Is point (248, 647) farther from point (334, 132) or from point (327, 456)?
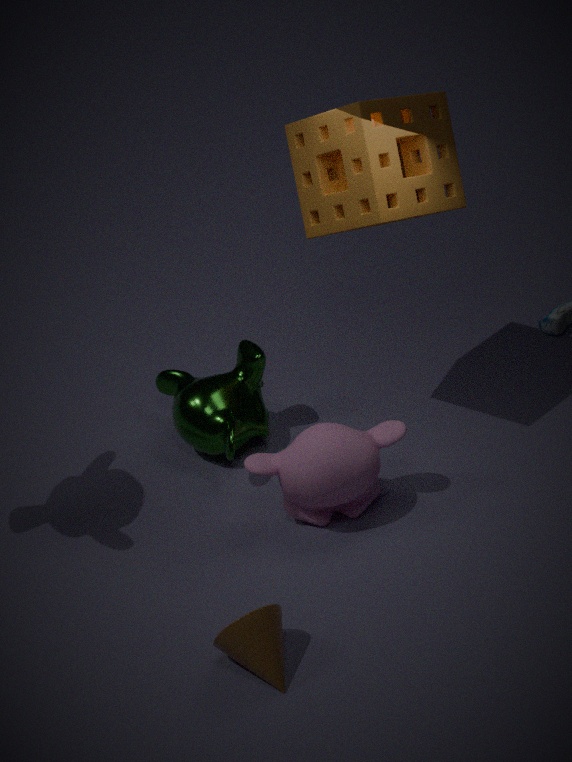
point (334, 132)
